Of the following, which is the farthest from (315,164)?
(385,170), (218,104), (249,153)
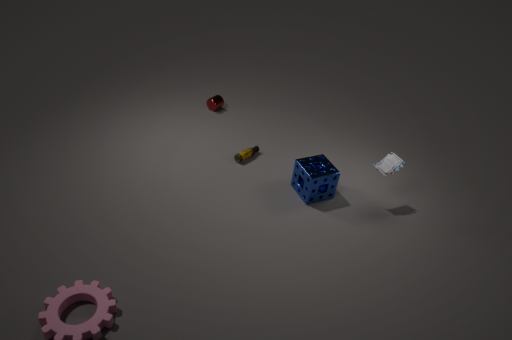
(218,104)
